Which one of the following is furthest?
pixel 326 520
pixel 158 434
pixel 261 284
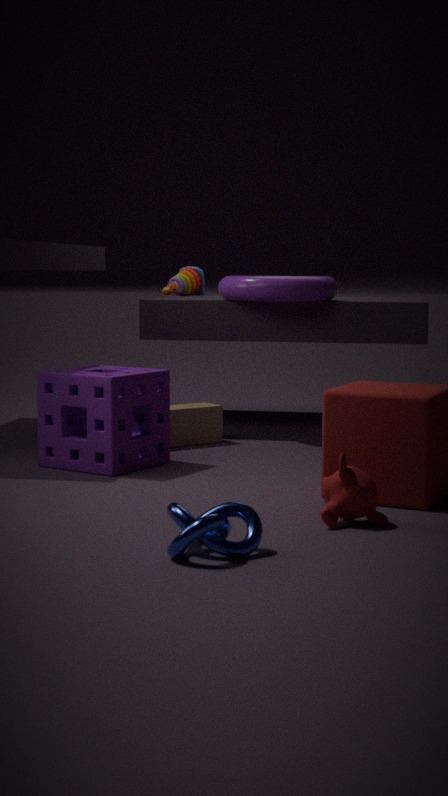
pixel 261 284
